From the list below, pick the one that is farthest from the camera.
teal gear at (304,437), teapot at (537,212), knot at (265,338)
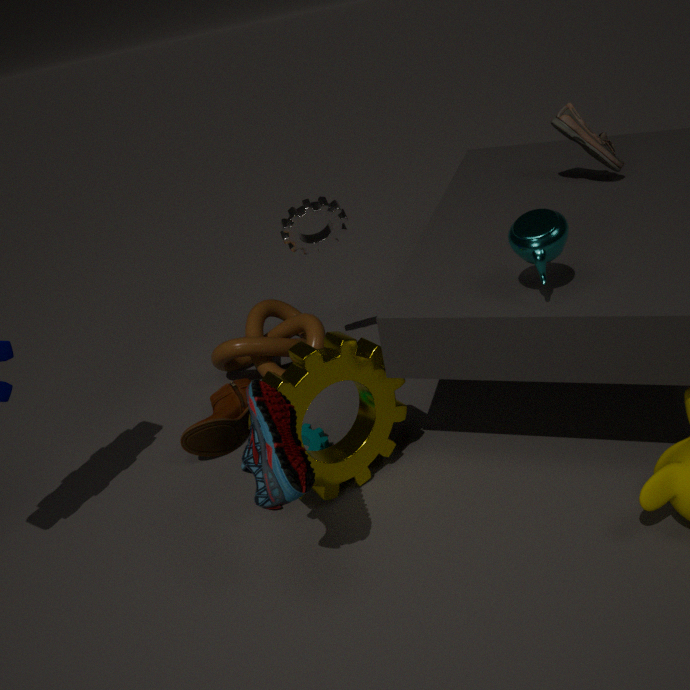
knot at (265,338)
